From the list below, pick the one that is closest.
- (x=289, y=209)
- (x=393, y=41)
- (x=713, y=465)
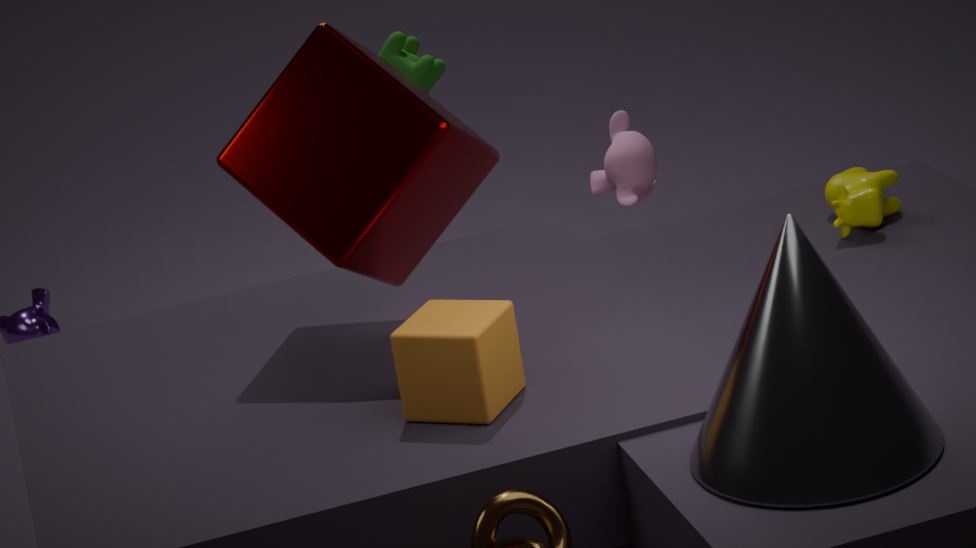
(x=713, y=465)
